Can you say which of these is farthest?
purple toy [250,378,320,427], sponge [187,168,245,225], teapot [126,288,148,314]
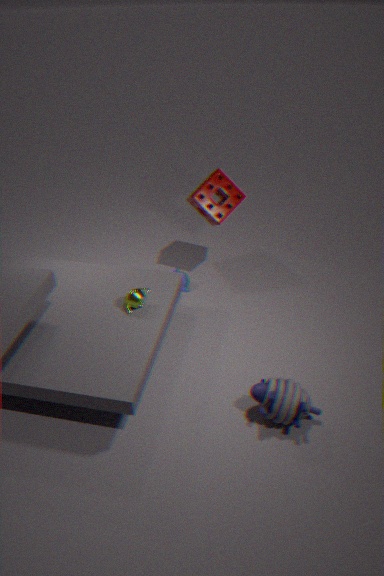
sponge [187,168,245,225]
